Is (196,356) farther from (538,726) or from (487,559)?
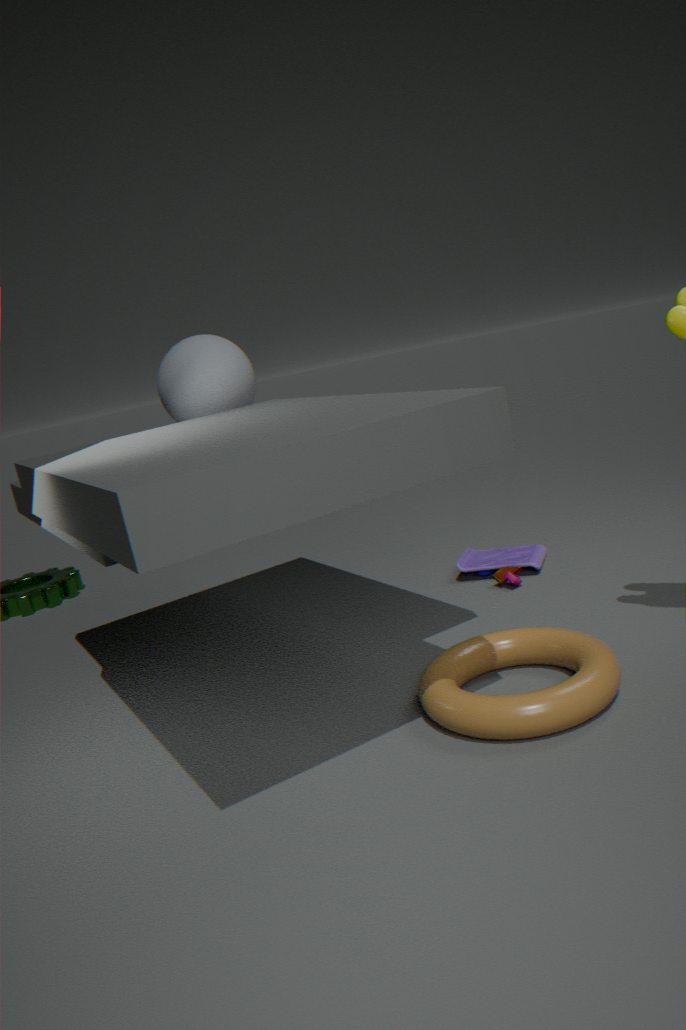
(538,726)
